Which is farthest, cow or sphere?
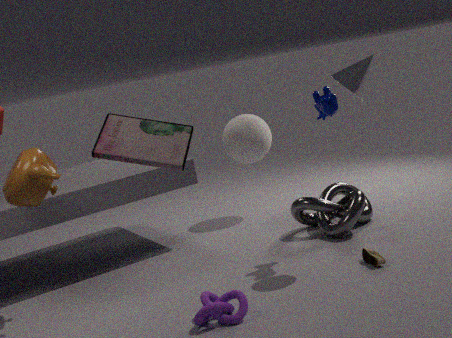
sphere
